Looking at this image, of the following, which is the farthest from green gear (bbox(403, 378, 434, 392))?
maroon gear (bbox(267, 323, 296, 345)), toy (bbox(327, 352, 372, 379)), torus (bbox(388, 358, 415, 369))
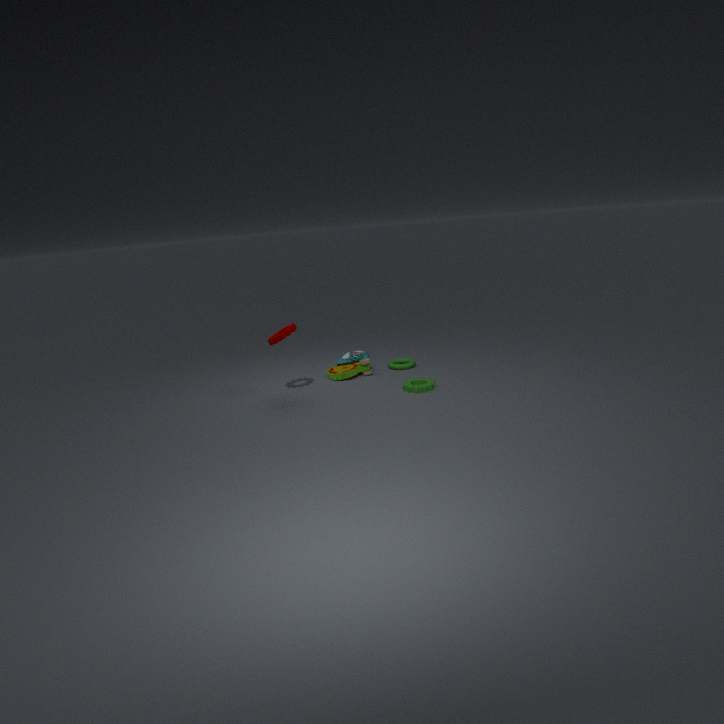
maroon gear (bbox(267, 323, 296, 345))
